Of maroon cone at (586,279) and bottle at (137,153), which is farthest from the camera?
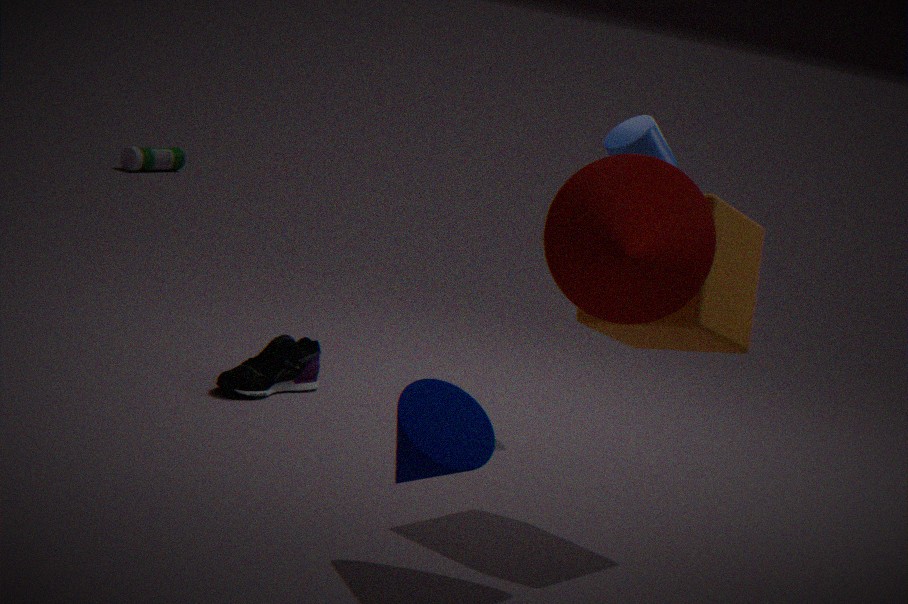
bottle at (137,153)
